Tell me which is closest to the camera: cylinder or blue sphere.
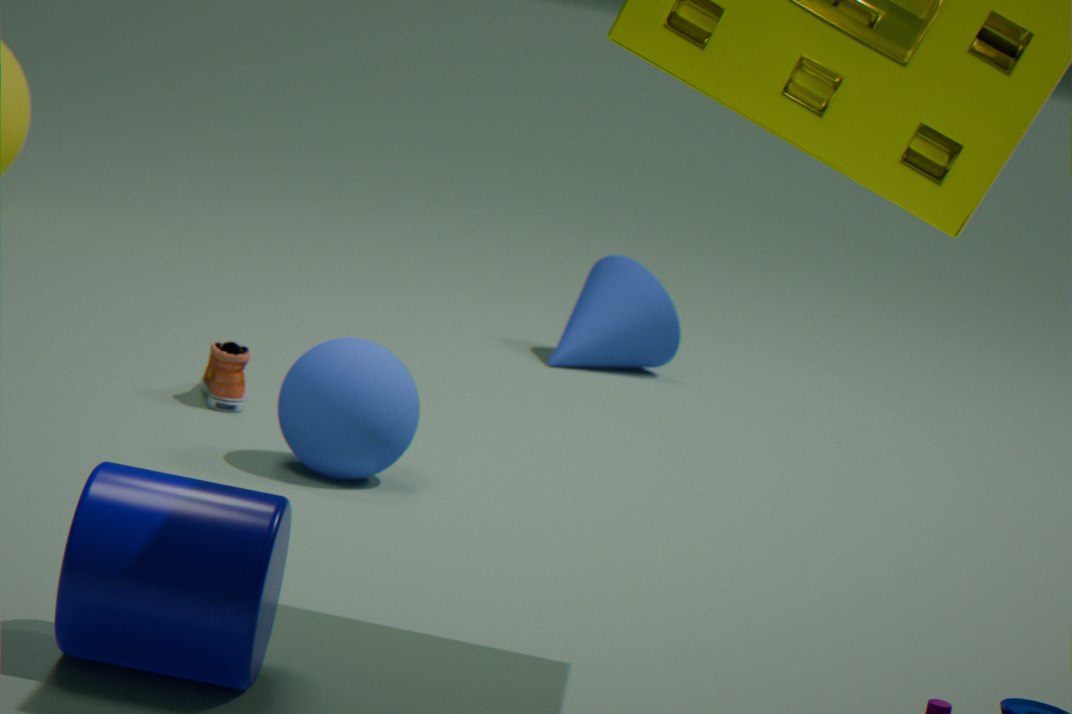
cylinder
